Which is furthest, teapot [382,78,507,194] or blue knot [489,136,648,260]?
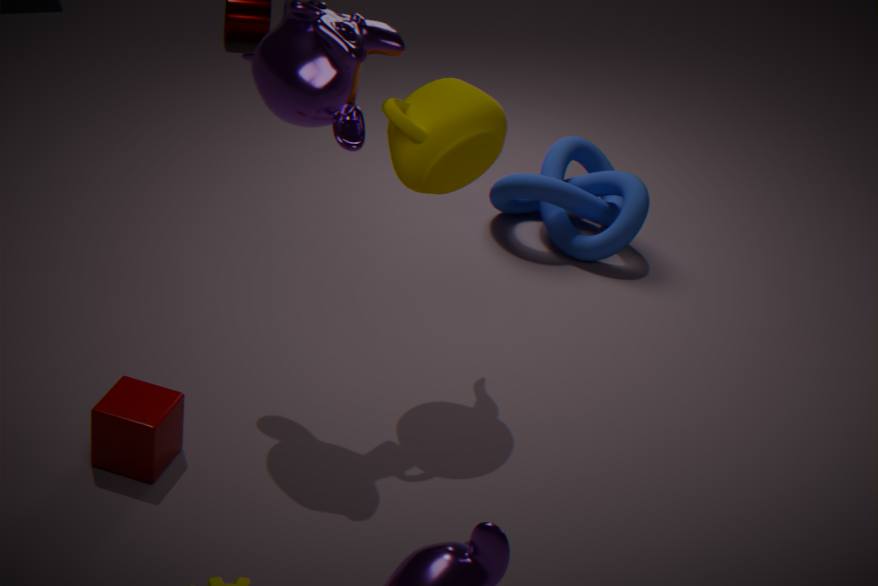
blue knot [489,136,648,260]
